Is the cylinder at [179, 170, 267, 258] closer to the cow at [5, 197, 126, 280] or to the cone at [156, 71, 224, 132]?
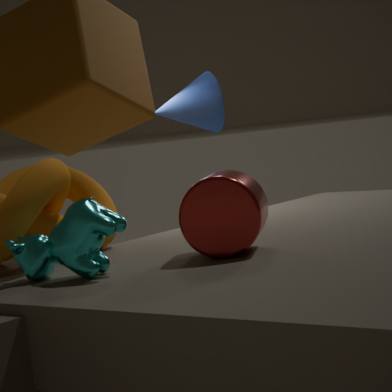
the cow at [5, 197, 126, 280]
